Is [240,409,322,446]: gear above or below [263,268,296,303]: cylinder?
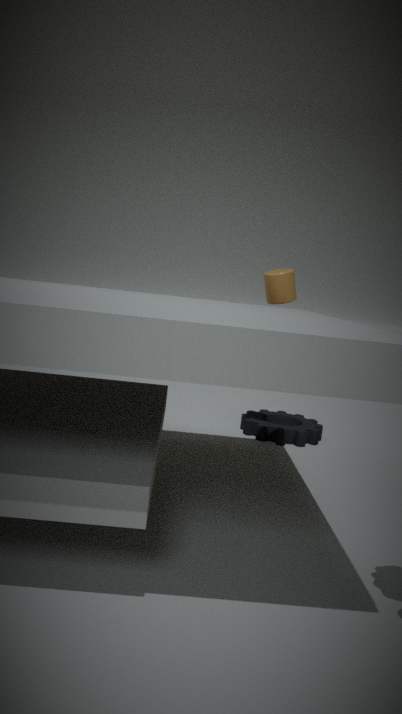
below
